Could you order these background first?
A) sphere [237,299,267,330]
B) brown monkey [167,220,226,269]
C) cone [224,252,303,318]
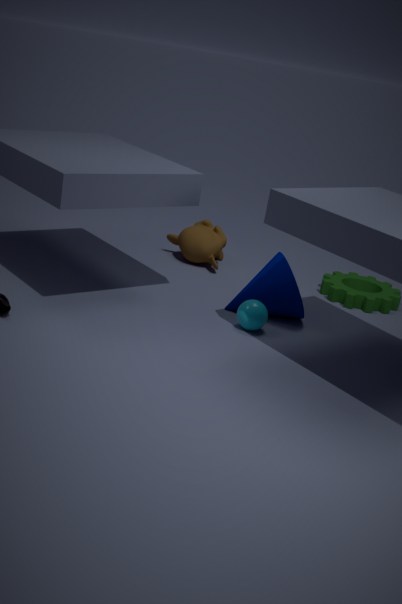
brown monkey [167,220,226,269], cone [224,252,303,318], sphere [237,299,267,330]
